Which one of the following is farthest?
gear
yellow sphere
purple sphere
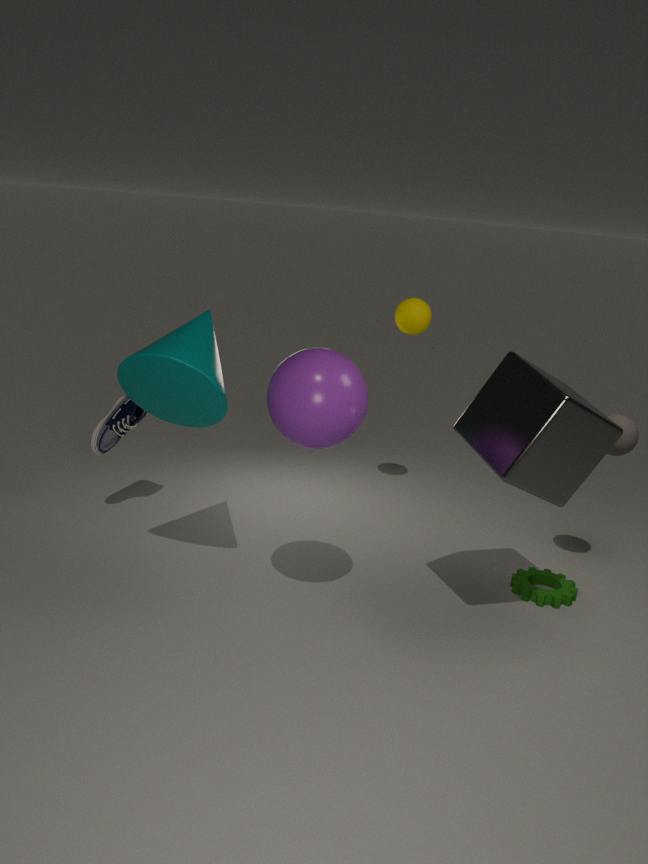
yellow sphere
